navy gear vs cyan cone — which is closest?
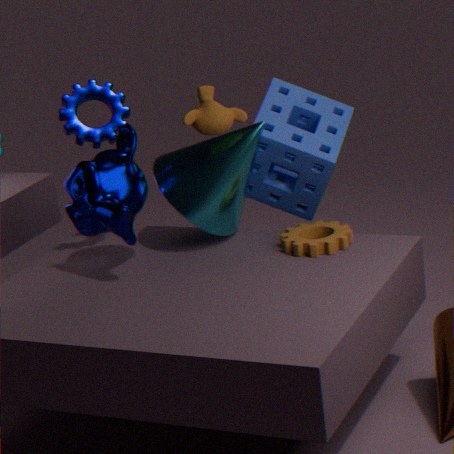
navy gear
